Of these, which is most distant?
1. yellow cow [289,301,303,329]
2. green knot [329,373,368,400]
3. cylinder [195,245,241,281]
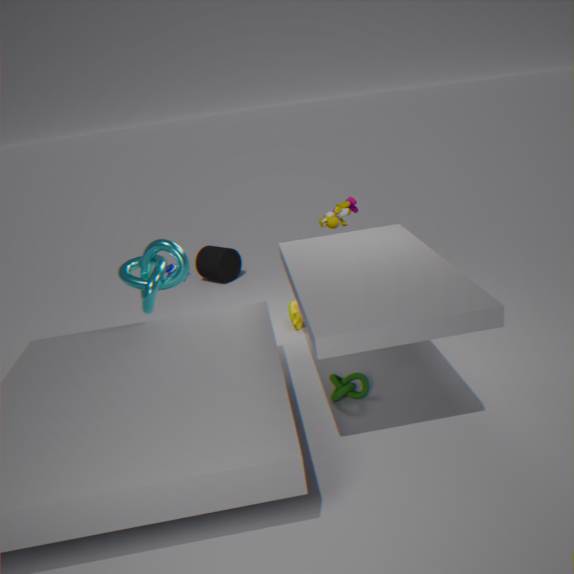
cylinder [195,245,241,281]
